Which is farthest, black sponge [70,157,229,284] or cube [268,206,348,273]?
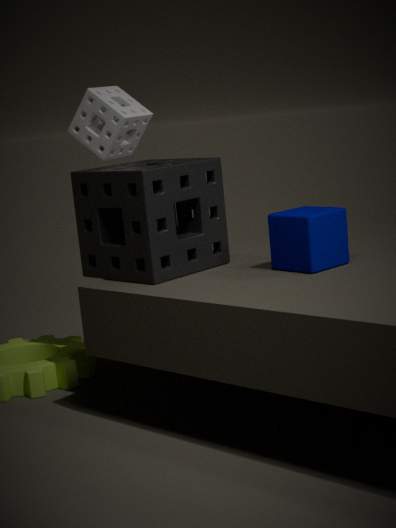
black sponge [70,157,229,284]
